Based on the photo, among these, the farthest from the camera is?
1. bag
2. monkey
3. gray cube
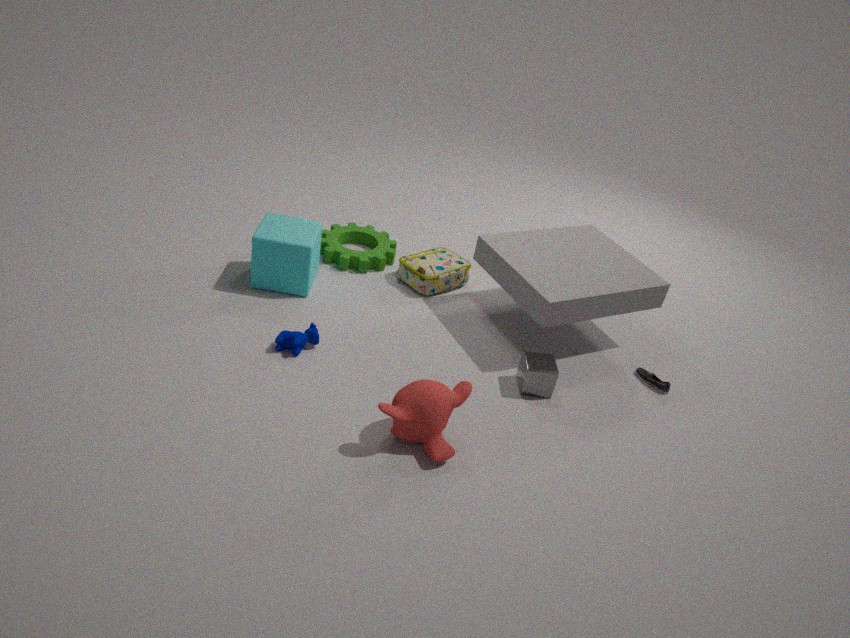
bag
